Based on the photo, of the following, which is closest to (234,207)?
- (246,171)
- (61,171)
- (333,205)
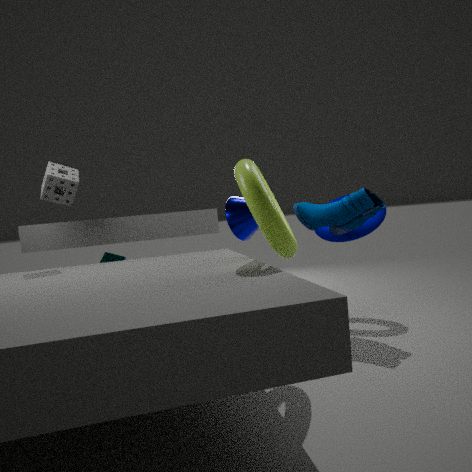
(333,205)
